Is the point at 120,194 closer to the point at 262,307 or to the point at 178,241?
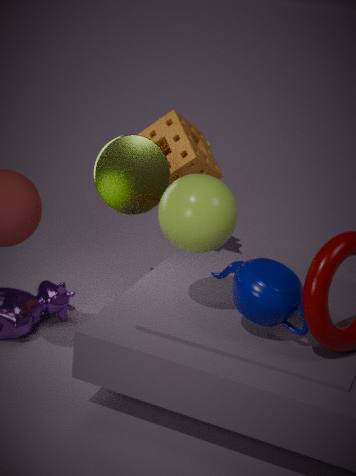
the point at 178,241
